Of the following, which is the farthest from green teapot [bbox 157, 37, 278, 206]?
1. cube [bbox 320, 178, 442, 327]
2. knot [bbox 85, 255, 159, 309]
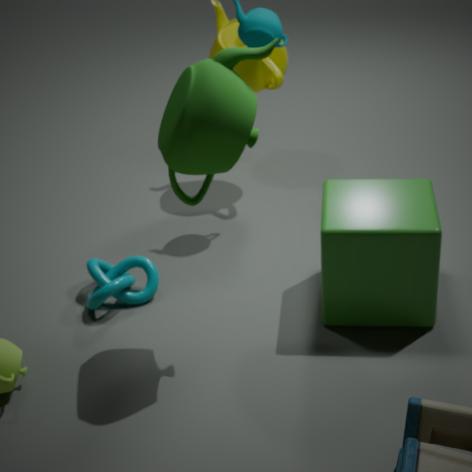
knot [bbox 85, 255, 159, 309]
